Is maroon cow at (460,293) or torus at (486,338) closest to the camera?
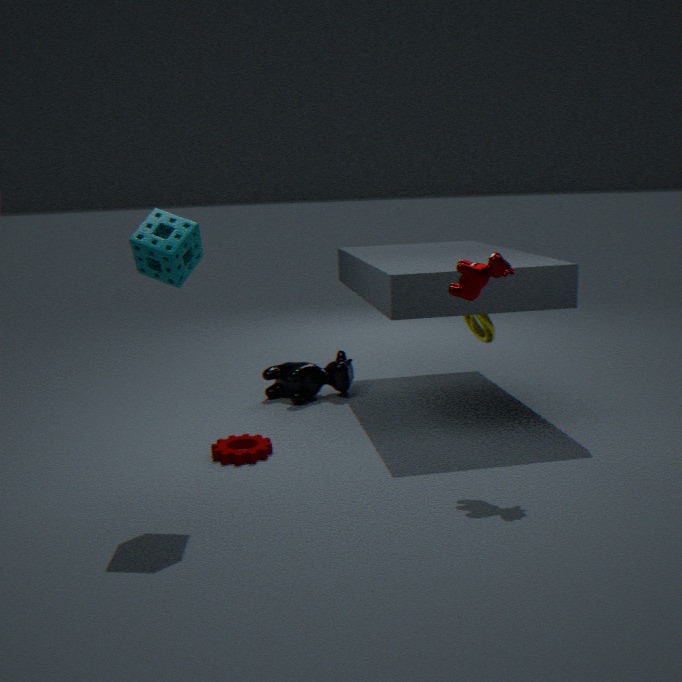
maroon cow at (460,293)
